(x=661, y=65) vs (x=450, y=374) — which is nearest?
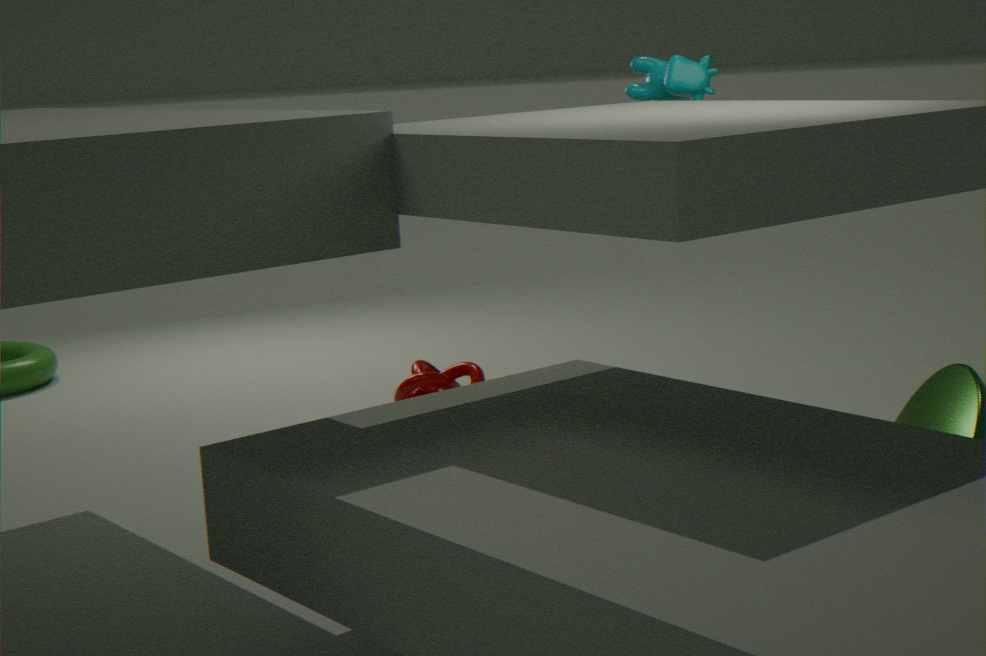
(x=661, y=65)
